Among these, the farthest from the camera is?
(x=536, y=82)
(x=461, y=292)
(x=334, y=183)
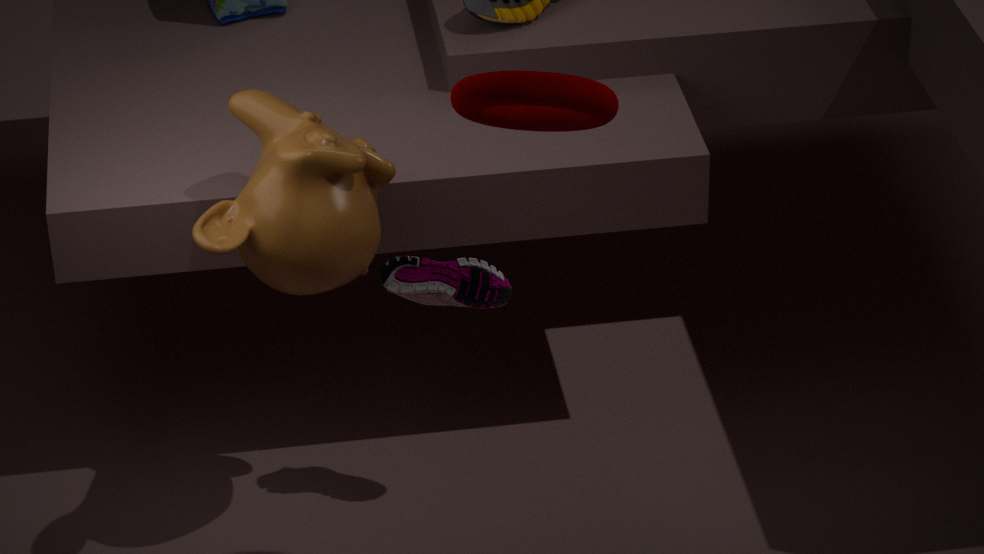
(x=461, y=292)
